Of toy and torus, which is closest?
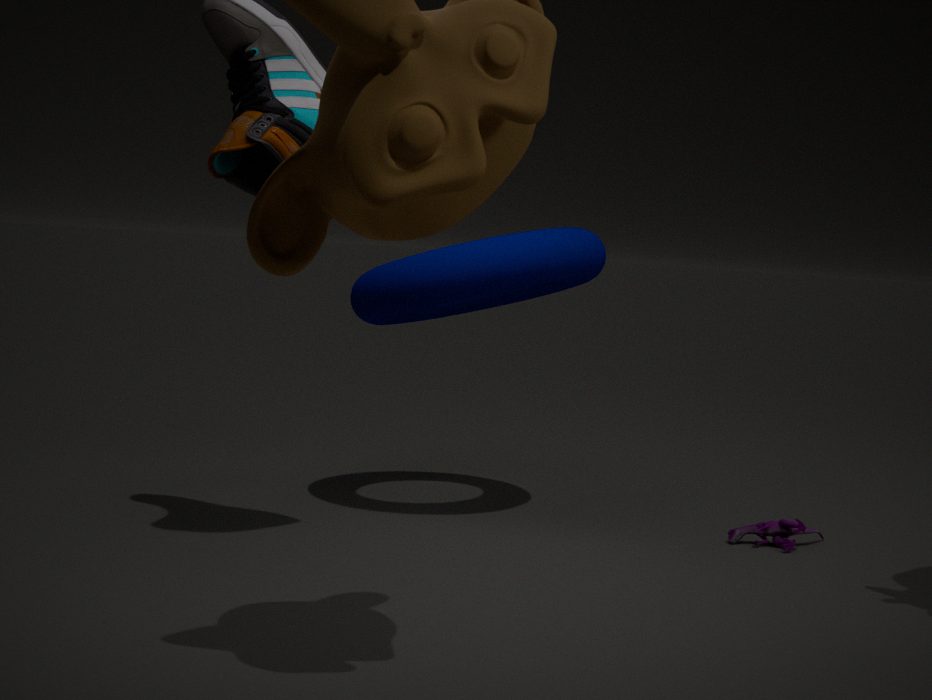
torus
